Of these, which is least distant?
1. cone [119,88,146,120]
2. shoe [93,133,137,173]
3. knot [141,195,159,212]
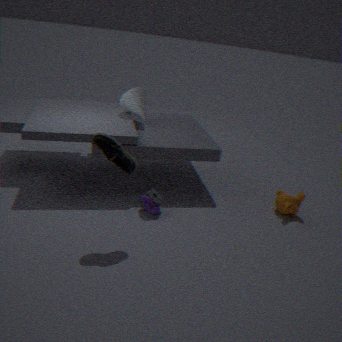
shoe [93,133,137,173]
